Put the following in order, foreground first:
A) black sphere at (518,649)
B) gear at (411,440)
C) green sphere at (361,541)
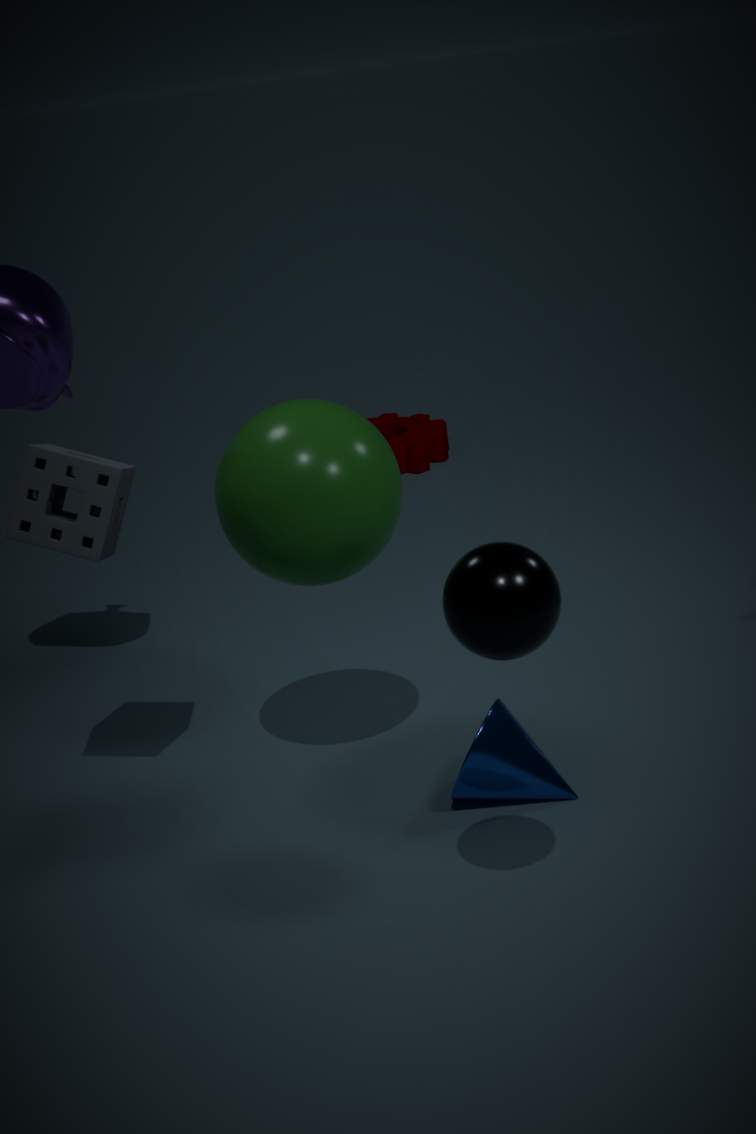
black sphere at (518,649) < green sphere at (361,541) < gear at (411,440)
